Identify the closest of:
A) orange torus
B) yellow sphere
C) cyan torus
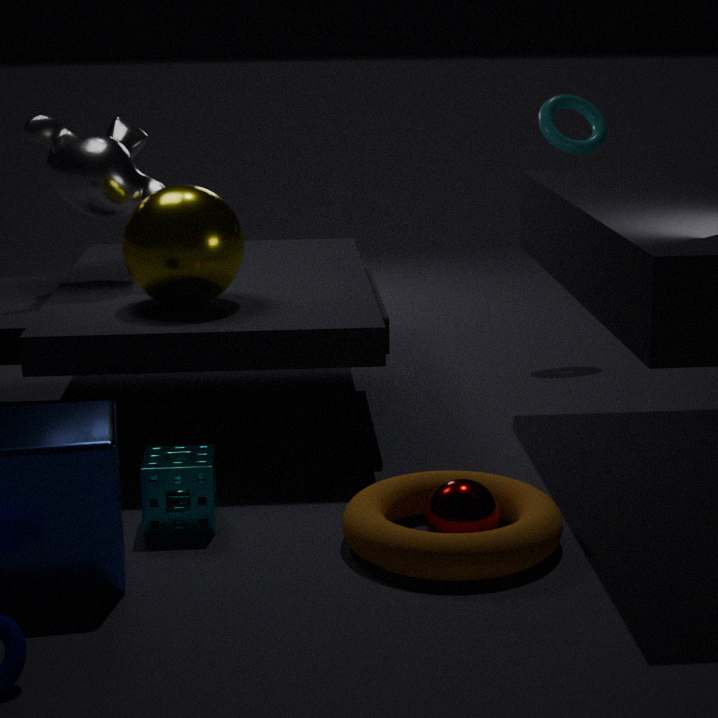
orange torus
